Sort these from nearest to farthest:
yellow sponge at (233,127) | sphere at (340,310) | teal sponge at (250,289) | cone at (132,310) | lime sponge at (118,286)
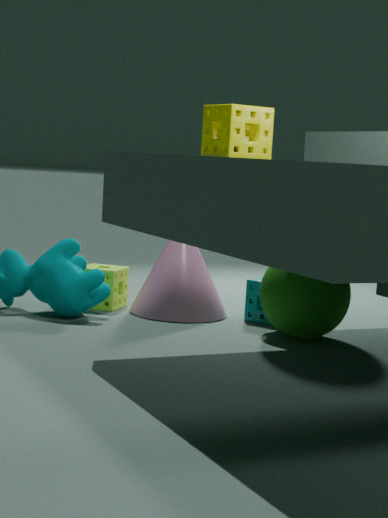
A: yellow sponge at (233,127) < sphere at (340,310) < cone at (132,310) < teal sponge at (250,289) < lime sponge at (118,286)
